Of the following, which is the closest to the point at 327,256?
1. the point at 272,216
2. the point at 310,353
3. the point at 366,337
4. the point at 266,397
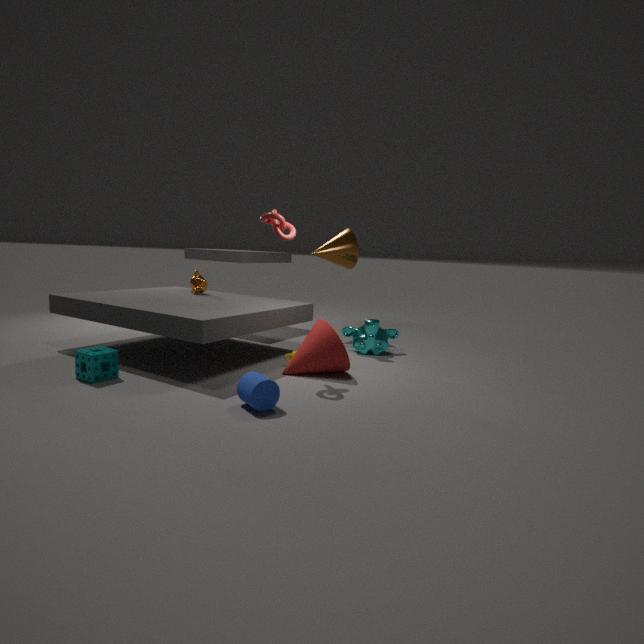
the point at 366,337
